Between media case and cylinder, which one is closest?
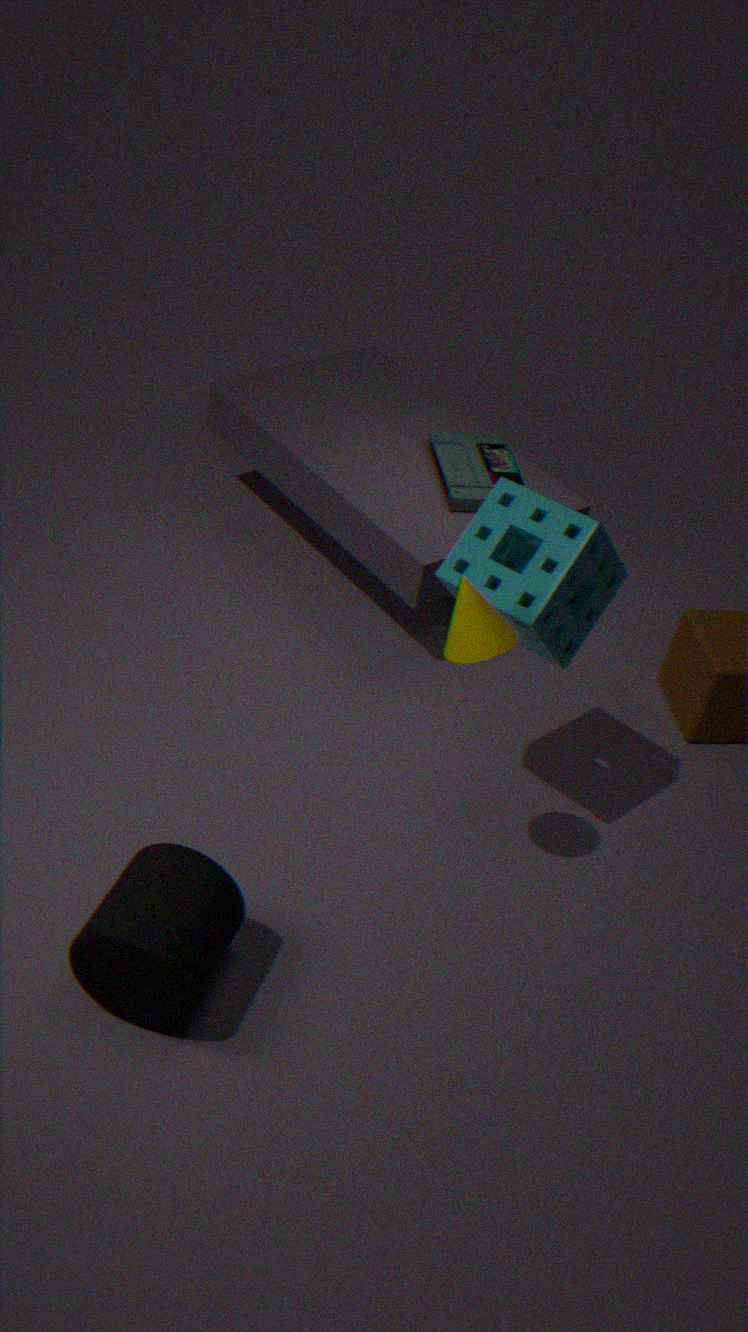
cylinder
